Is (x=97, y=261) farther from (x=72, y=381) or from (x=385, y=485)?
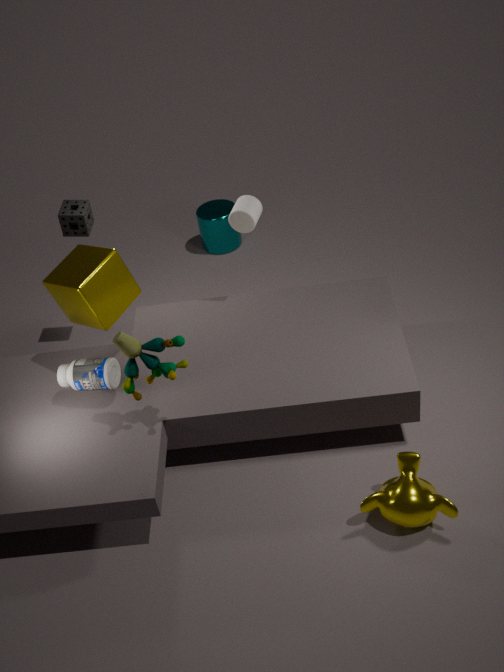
(x=385, y=485)
